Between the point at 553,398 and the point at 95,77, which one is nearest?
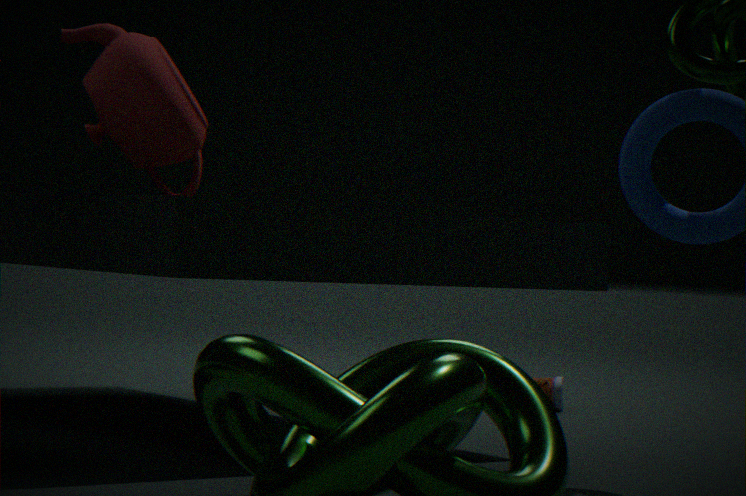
the point at 95,77
